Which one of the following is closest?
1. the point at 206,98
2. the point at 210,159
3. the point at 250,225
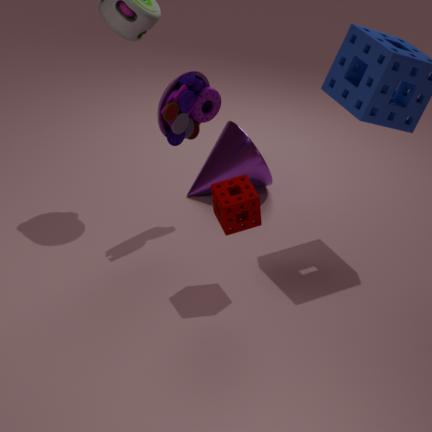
the point at 250,225
